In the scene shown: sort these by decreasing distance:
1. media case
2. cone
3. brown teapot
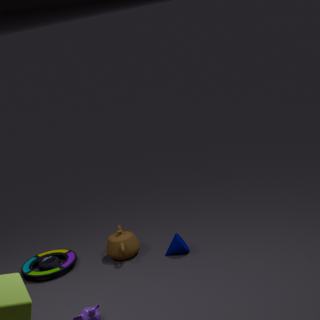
brown teapot < media case < cone
